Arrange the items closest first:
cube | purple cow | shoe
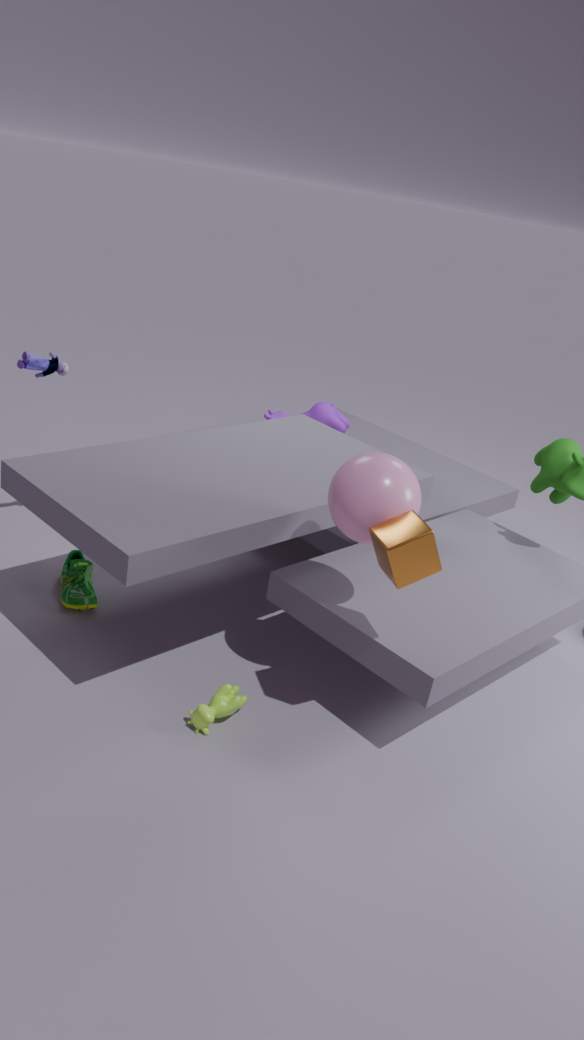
cube < shoe < purple cow
